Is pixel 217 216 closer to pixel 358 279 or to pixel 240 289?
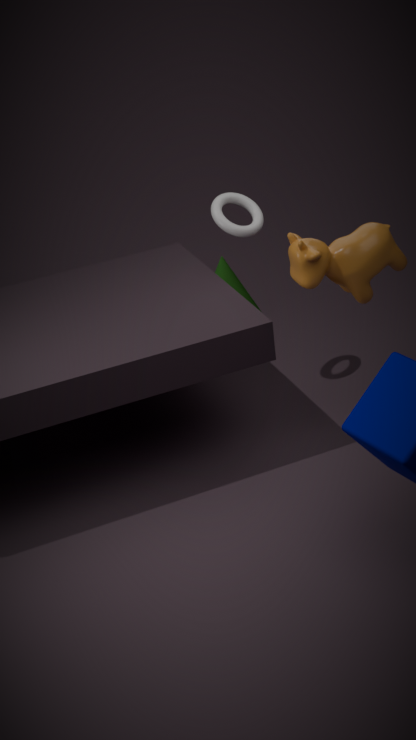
pixel 358 279
